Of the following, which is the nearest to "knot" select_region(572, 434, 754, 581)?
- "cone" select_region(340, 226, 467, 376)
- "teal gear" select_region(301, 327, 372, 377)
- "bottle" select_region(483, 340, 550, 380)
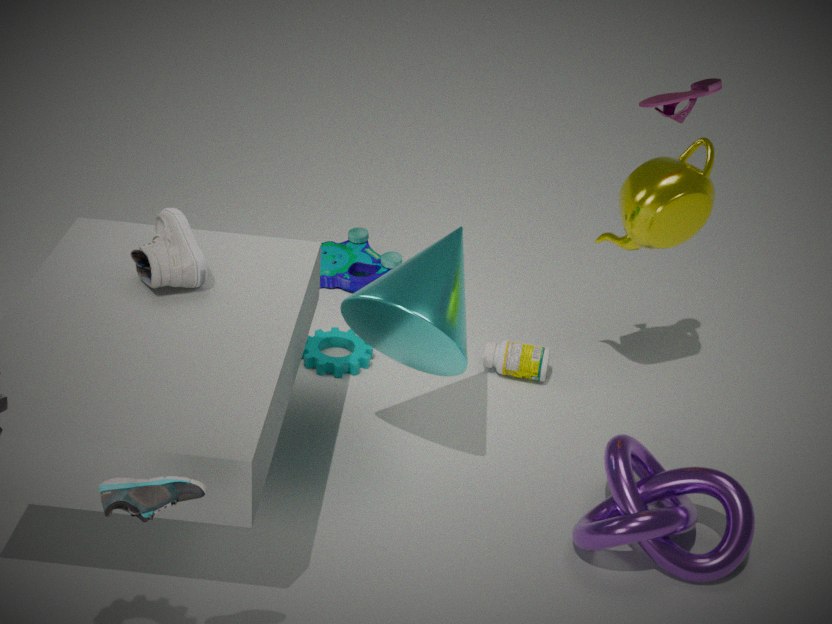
"cone" select_region(340, 226, 467, 376)
